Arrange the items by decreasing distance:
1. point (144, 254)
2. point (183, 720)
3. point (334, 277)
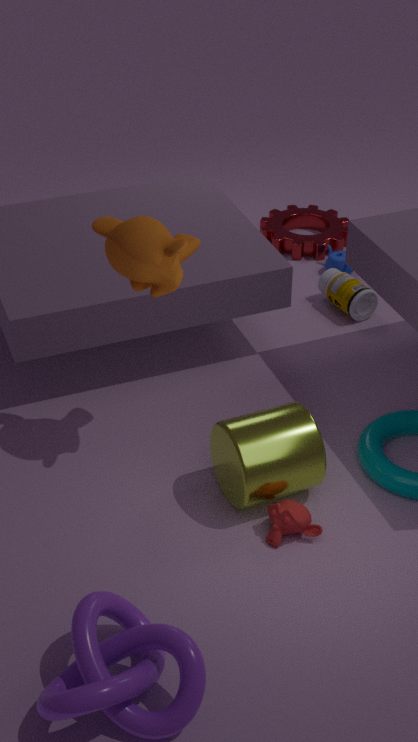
point (334, 277) → point (144, 254) → point (183, 720)
